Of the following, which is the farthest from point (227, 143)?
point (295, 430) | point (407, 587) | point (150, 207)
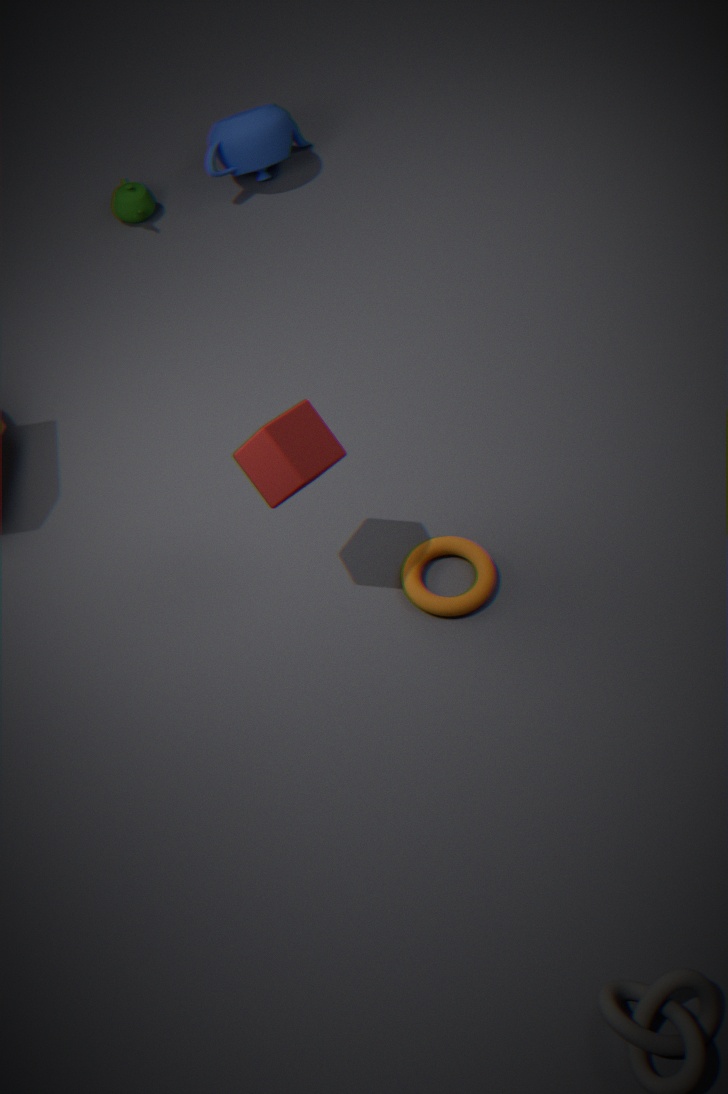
point (407, 587)
